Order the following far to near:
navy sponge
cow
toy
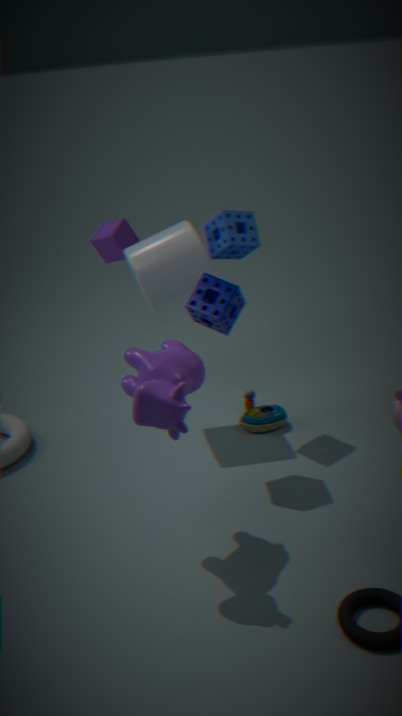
toy
navy sponge
cow
